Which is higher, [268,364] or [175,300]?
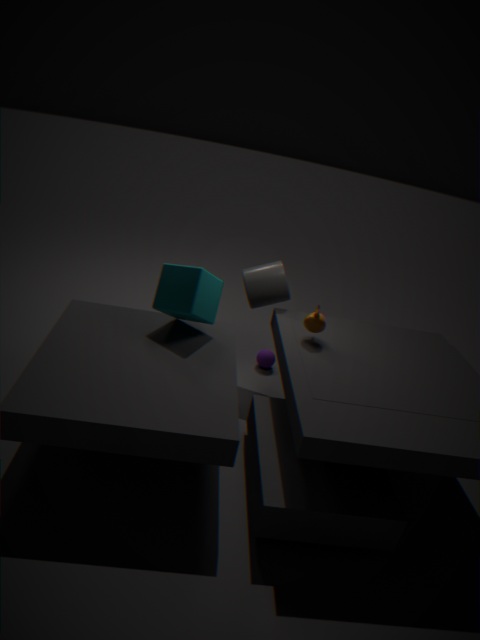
[175,300]
